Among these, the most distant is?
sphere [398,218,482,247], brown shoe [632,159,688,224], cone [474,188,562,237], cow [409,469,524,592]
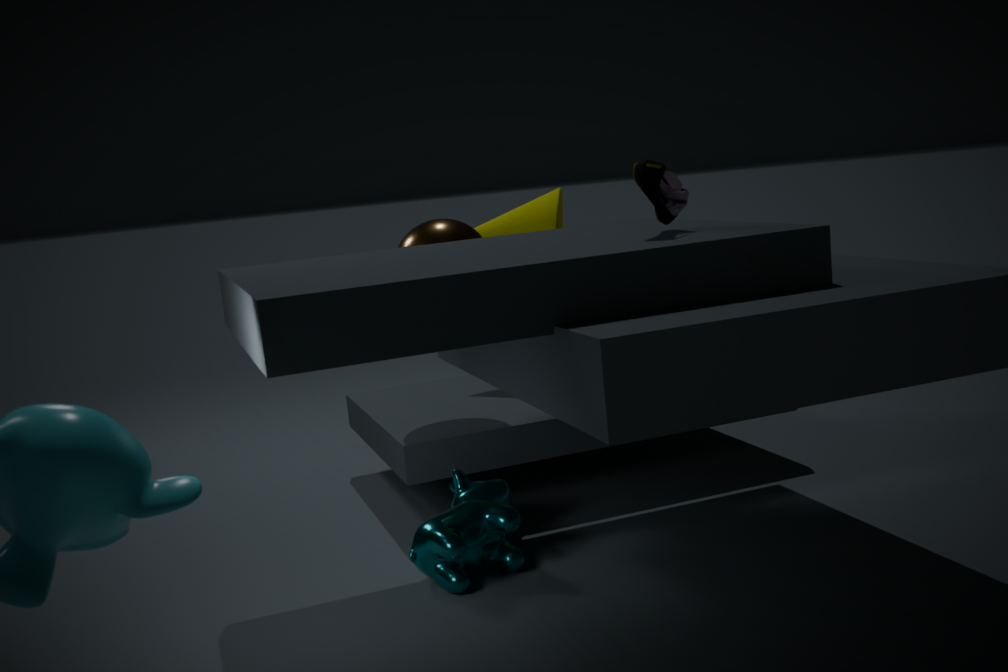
cone [474,188,562,237]
